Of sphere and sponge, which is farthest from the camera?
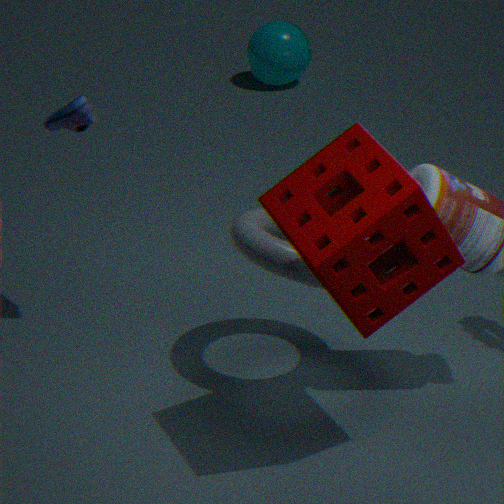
sphere
